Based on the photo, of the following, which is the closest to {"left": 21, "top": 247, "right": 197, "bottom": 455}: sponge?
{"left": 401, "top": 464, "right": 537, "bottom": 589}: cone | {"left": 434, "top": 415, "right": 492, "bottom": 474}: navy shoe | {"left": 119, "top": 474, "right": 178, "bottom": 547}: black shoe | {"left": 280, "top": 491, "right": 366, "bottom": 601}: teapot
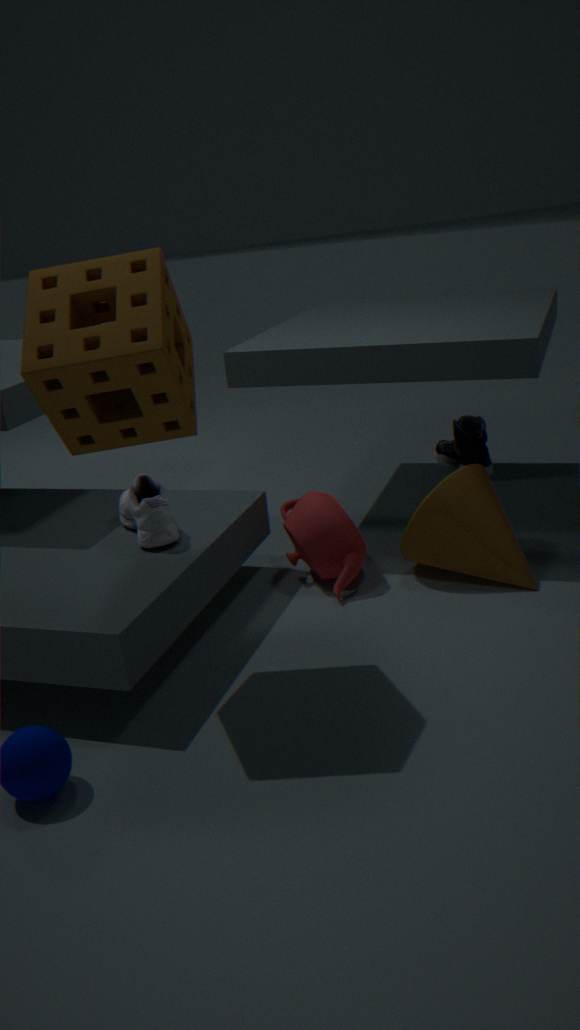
{"left": 119, "top": 474, "right": 178, "bottom": 547}: black shoe
